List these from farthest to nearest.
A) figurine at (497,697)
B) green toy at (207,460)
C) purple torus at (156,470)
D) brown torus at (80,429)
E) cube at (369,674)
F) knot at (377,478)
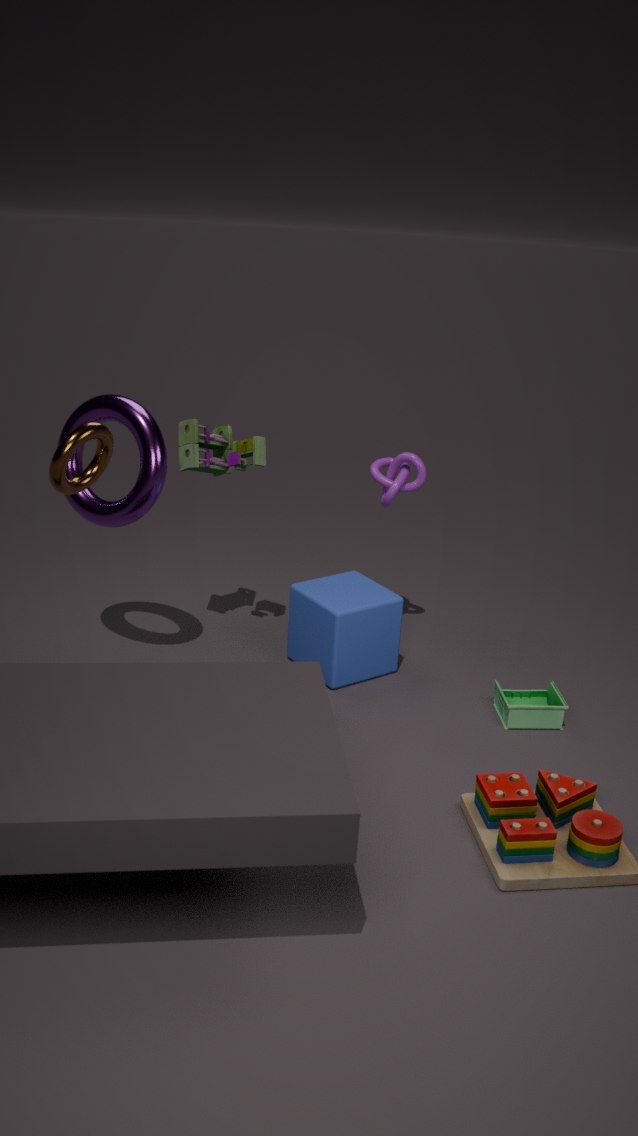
knot at (377,478)
green toy at (207,460)
cube at (369,674)
figurine at (497,697)
purple torus at (156,470)
brown torus at (80,429)
